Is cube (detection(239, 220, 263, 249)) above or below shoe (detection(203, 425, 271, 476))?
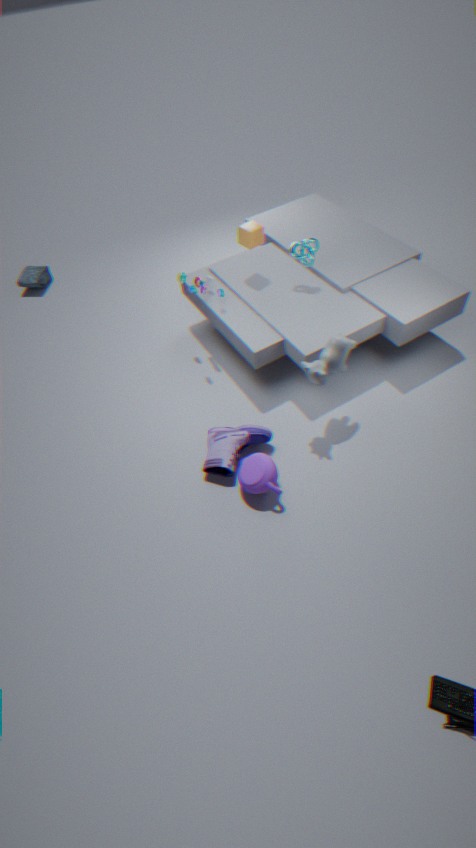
above
